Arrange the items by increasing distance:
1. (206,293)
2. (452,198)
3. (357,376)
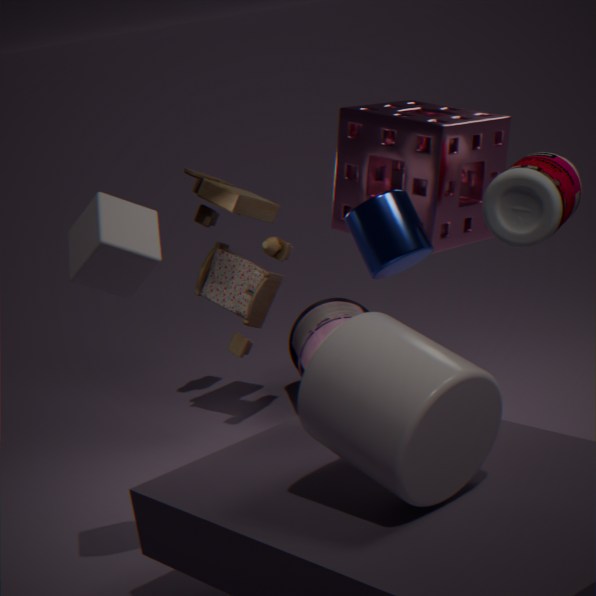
(357,376), (452,198), (206,293)
